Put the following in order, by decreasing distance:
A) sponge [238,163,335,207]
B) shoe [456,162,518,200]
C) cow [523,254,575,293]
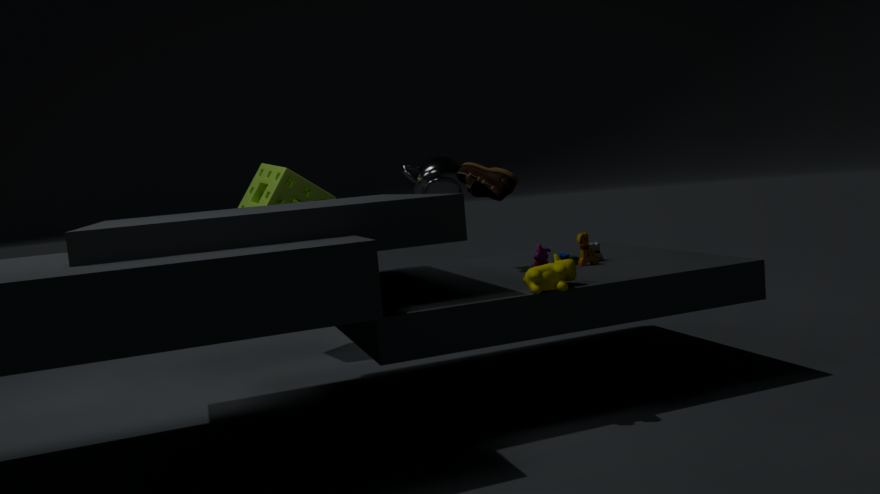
1. sponge [238,163,335,207]
2. shoe [456,162,518,200]
3. cow [523,254,575,293]
